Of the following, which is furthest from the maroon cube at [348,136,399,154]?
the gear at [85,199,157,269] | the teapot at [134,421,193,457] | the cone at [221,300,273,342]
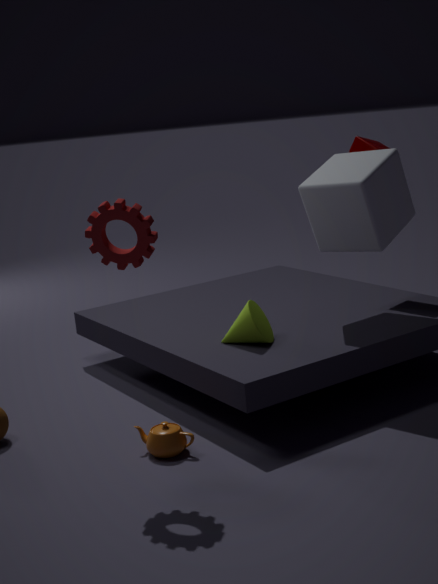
the teapot at [134,421,193,457]
